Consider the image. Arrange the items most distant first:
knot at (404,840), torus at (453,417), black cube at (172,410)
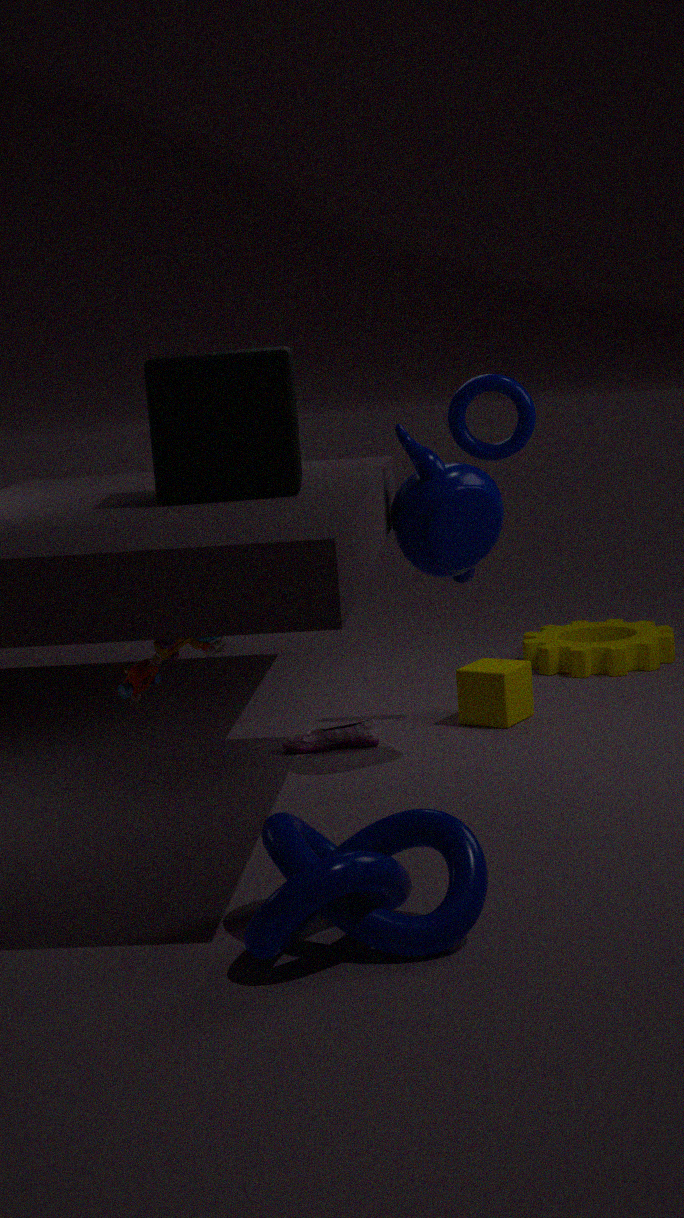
torus at (453,417)
black cube at (172,410)
knot at (404,840)
